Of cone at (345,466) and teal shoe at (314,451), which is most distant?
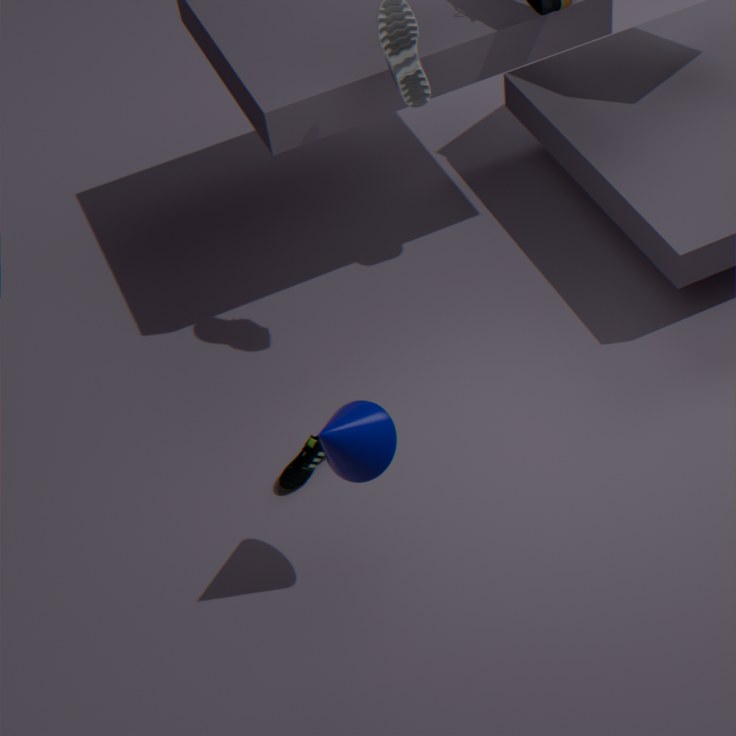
teal shoe at (314,451)
